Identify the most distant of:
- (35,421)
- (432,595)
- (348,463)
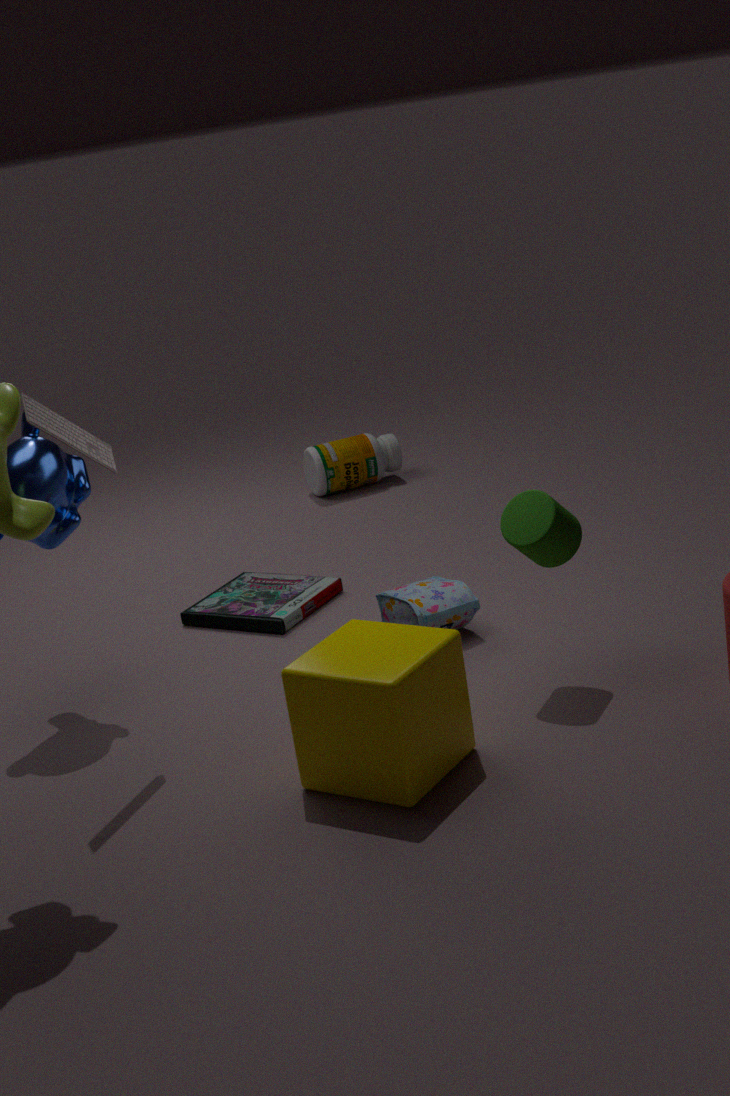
(348,463)
